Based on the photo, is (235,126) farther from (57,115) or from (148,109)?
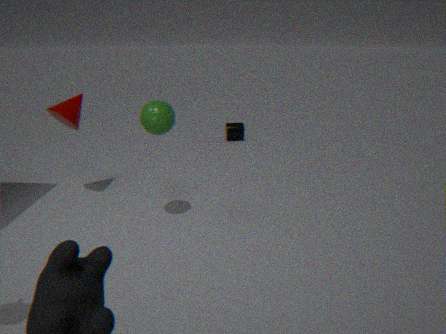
(148,109)
